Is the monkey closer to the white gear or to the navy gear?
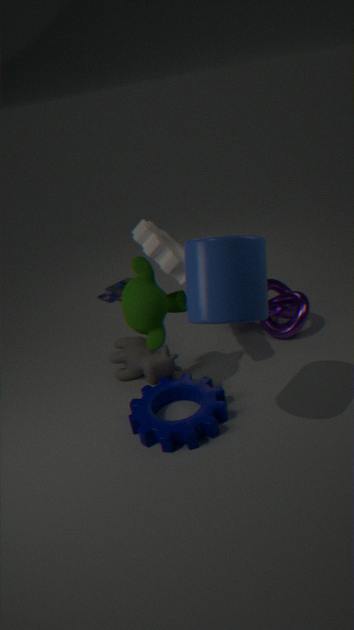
the white gear
